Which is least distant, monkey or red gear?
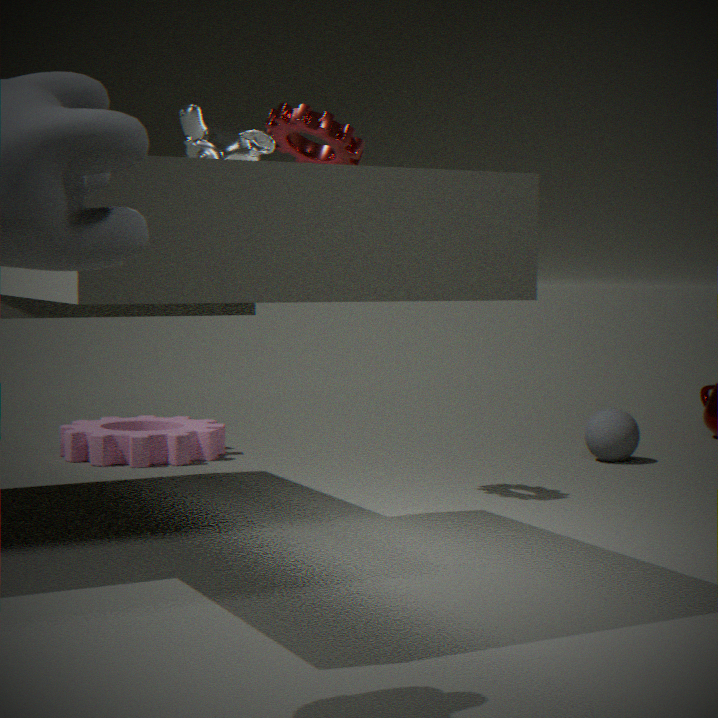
monkey
